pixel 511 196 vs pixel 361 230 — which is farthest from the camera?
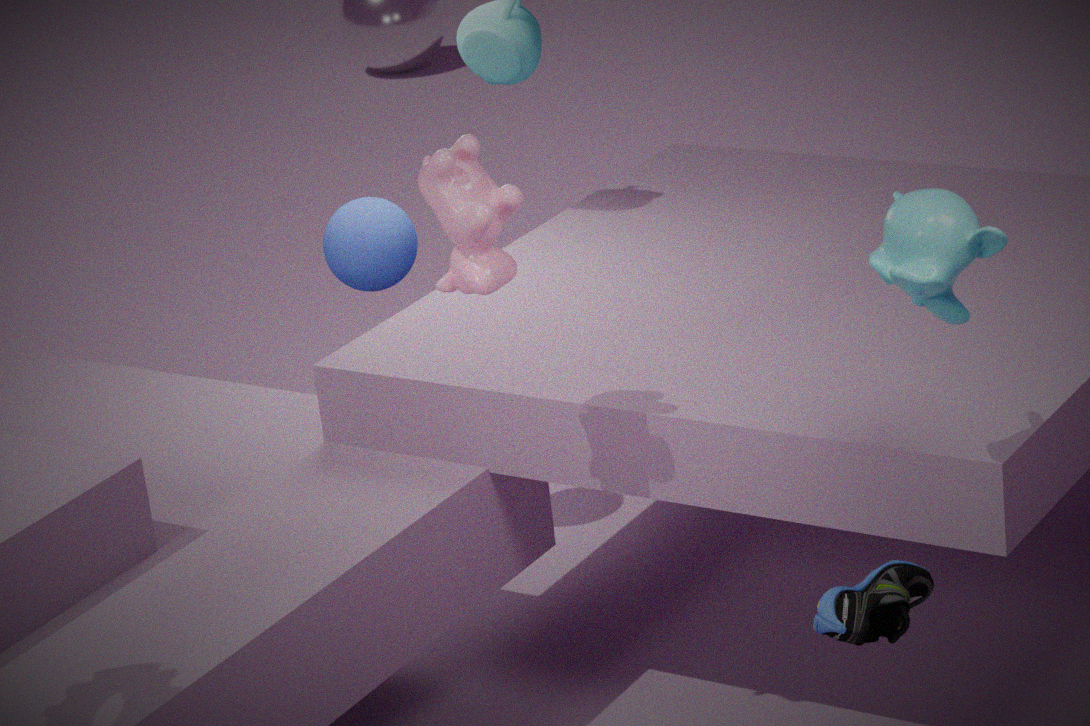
pixel 361 230
